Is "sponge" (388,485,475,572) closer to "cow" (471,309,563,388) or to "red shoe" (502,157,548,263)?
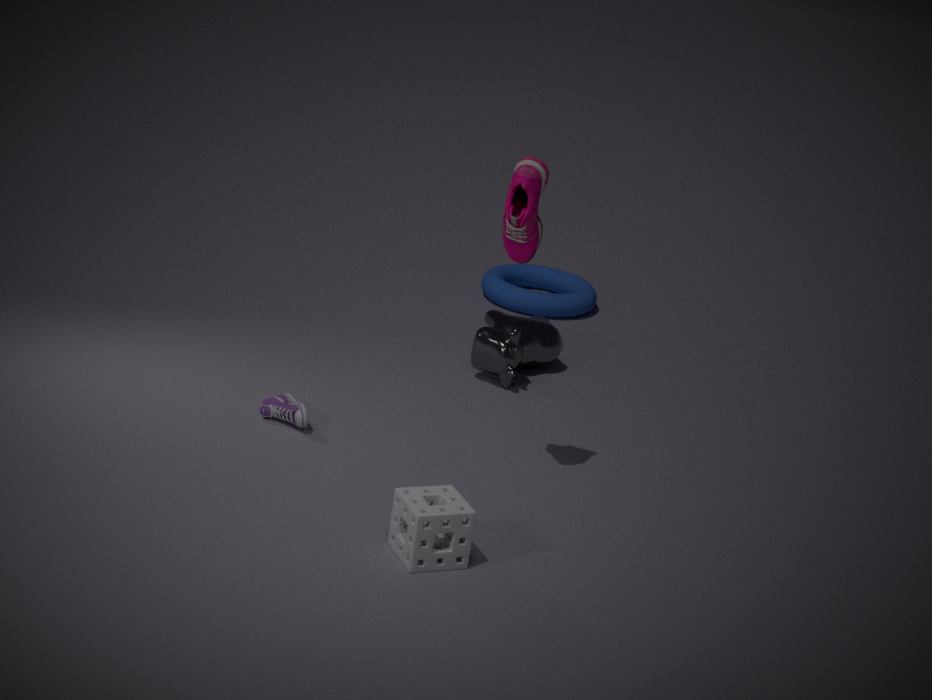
"red shoe" (502,157,548,263)
